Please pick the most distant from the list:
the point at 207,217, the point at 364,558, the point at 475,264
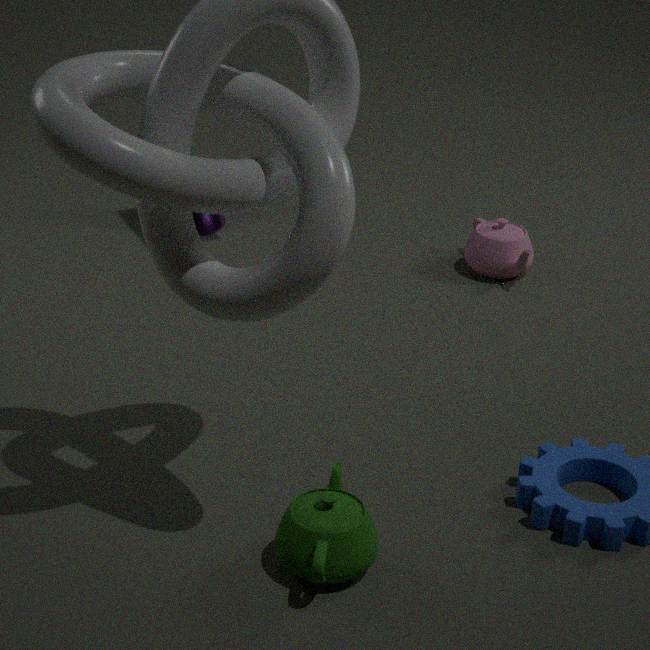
the point at 207,217
